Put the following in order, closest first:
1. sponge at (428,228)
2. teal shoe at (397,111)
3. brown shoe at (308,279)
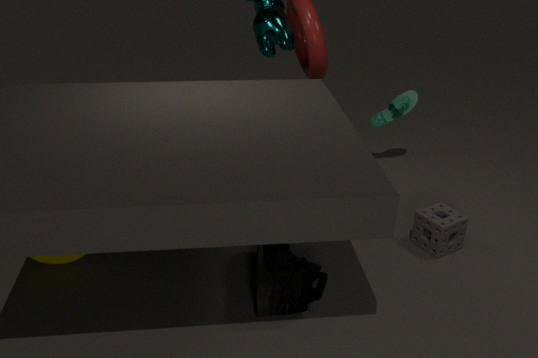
brown shoe at (308,279) → sponge at (428,228) → teal shoe at (397,111)
